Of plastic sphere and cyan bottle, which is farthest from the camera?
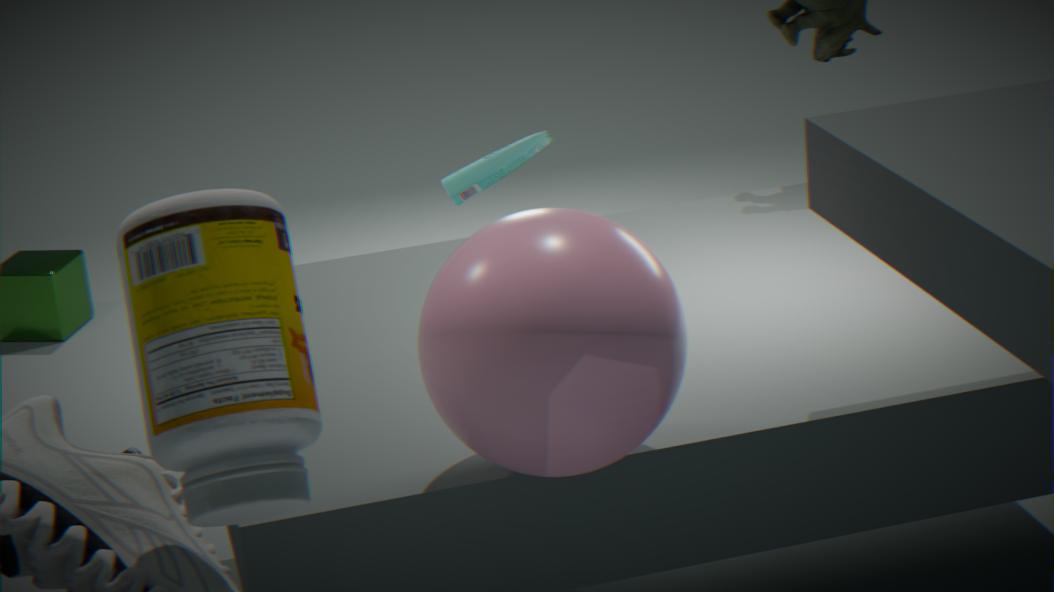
cyan bottle
